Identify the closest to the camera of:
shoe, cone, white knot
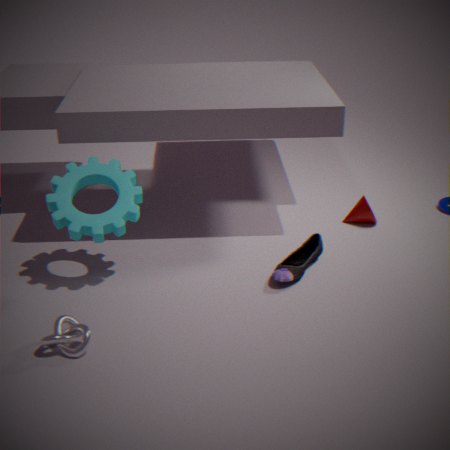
white knot
